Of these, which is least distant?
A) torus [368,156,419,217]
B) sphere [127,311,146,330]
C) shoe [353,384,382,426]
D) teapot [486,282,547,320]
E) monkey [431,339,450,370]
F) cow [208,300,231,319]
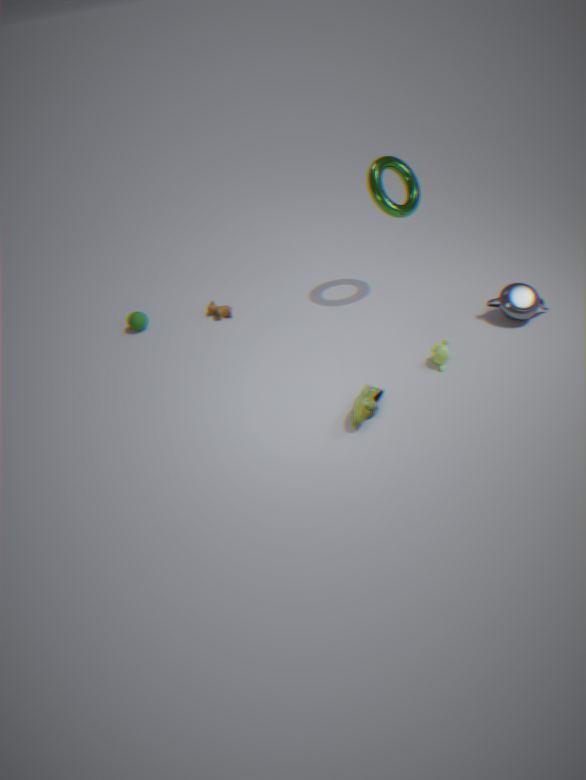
shoe [353,384,382,426]
